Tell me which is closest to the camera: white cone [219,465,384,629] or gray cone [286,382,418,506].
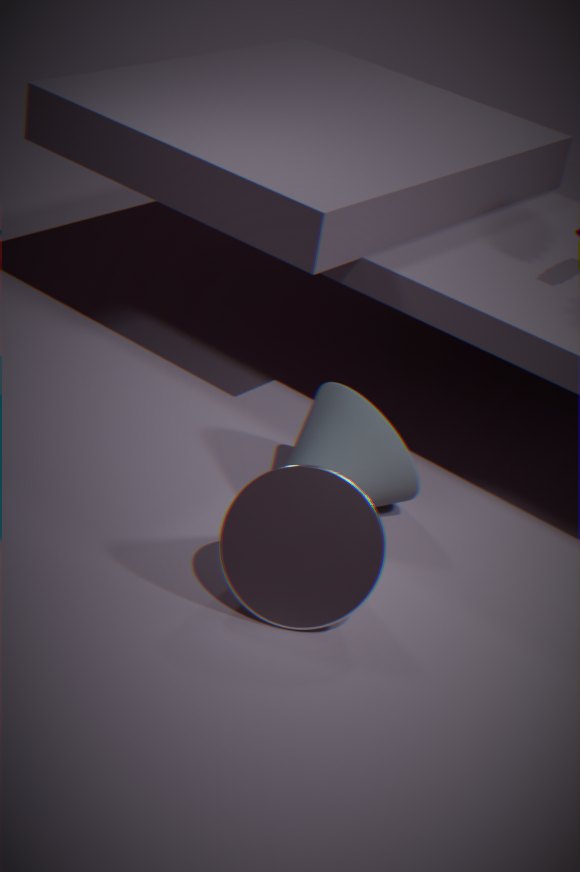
white cone [219,465,384,629]
